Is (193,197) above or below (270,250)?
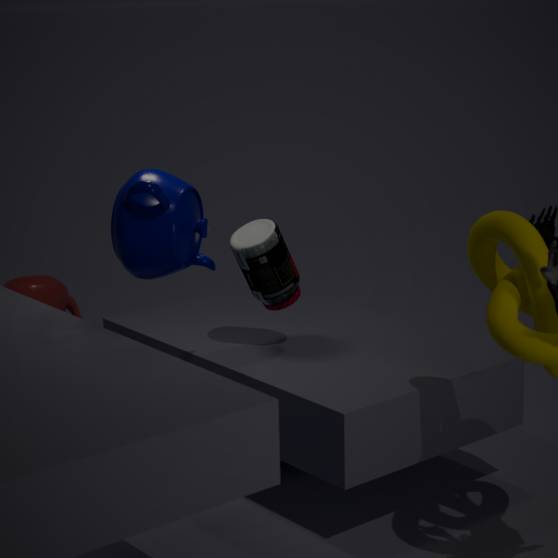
above
